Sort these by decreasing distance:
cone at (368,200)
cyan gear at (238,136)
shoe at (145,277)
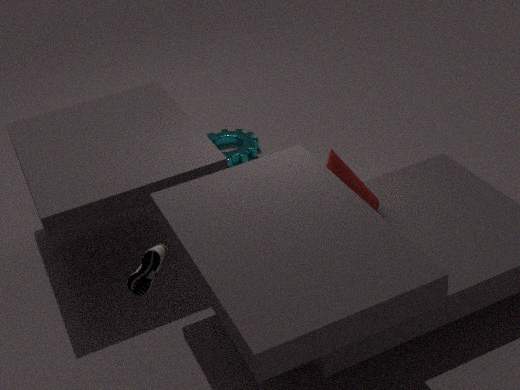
1. cyan gear at (238,136)
2. cone at (368,200)
3. shoe at (145,277)
